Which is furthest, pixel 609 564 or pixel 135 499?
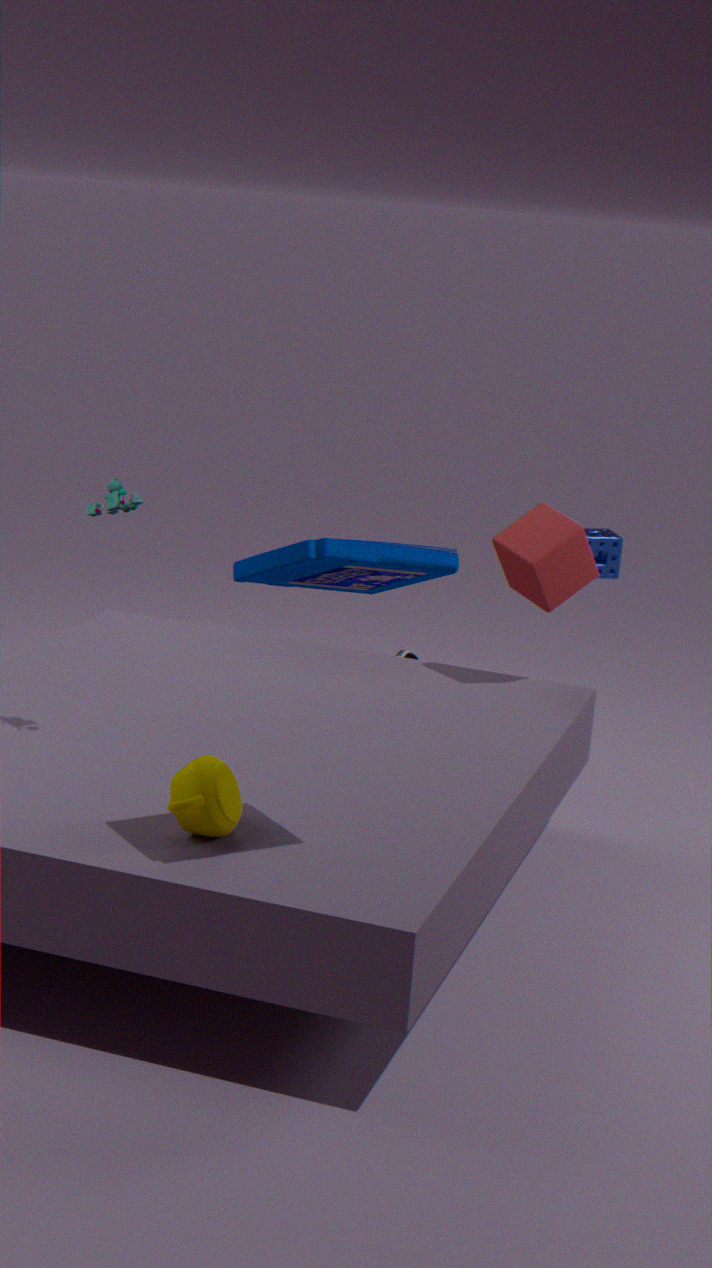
pixel 609 564
